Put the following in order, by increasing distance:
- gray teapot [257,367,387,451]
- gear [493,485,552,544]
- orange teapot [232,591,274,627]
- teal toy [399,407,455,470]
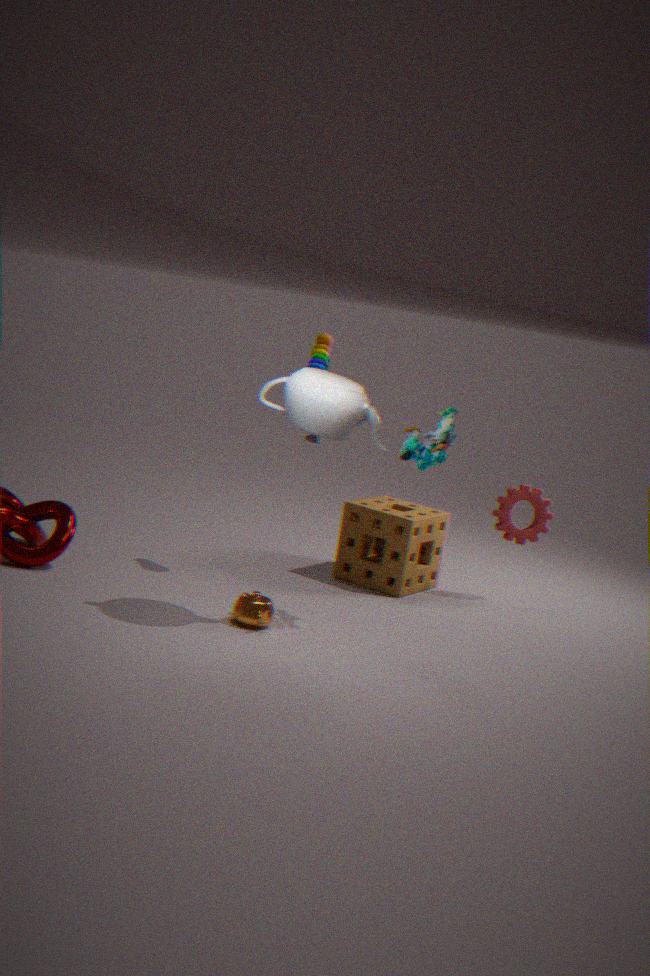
1. gray teapot [257,367,387,451]
2. orange teapot [232,591,274,627]
3. teal toy [399,407,455,470]
4. gear [493,485,552,544]
